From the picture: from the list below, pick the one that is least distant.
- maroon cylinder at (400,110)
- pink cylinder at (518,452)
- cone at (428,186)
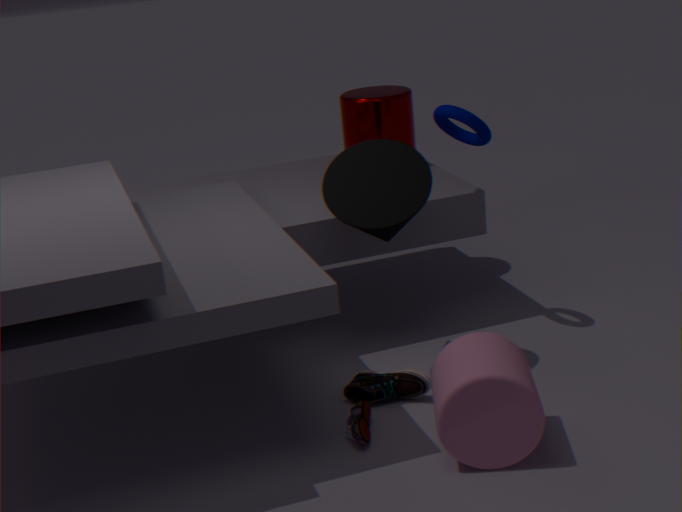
pink cylinder at (518,452)
